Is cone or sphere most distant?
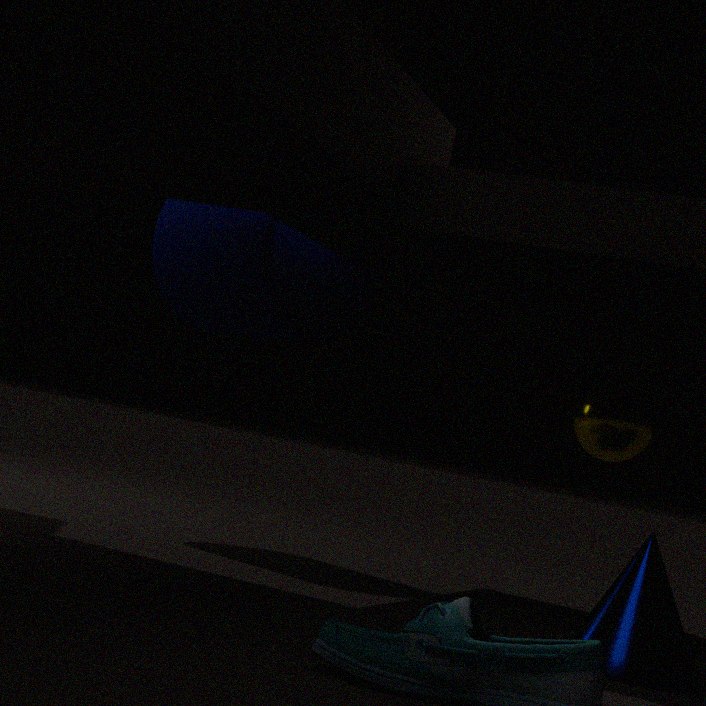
sphere
